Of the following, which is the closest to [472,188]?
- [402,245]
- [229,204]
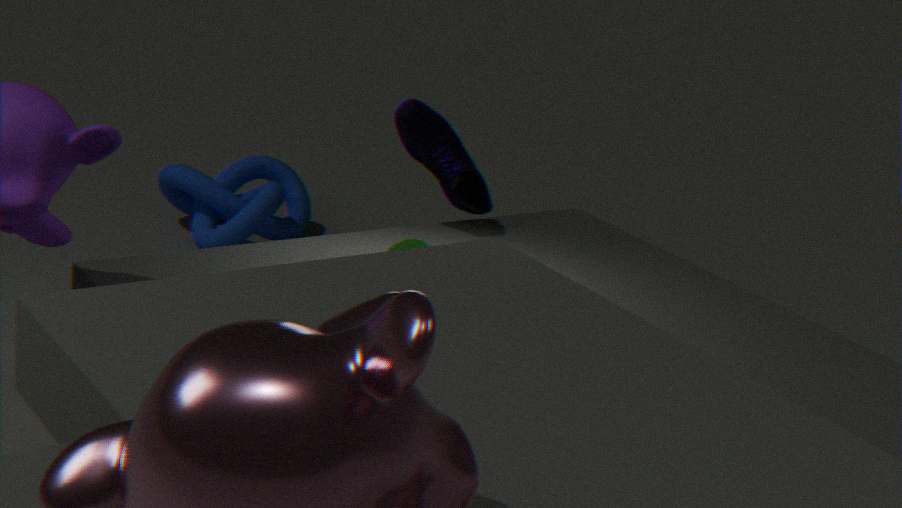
[402,245]
